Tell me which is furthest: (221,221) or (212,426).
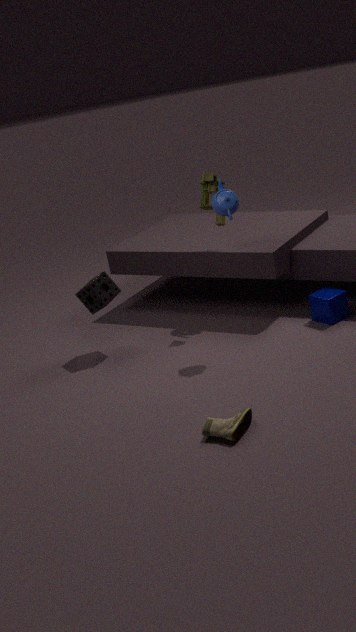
(221,221)
